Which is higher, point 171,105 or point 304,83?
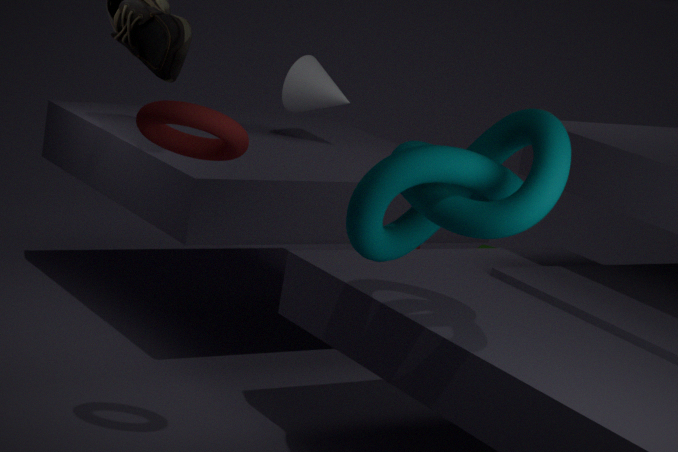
point 171,105
